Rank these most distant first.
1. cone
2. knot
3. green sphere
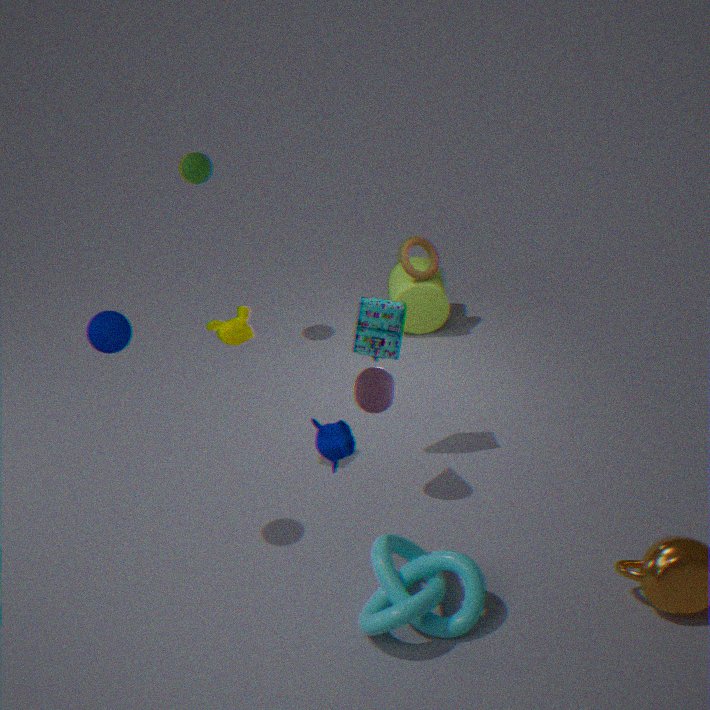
green sphere < cone < knot
